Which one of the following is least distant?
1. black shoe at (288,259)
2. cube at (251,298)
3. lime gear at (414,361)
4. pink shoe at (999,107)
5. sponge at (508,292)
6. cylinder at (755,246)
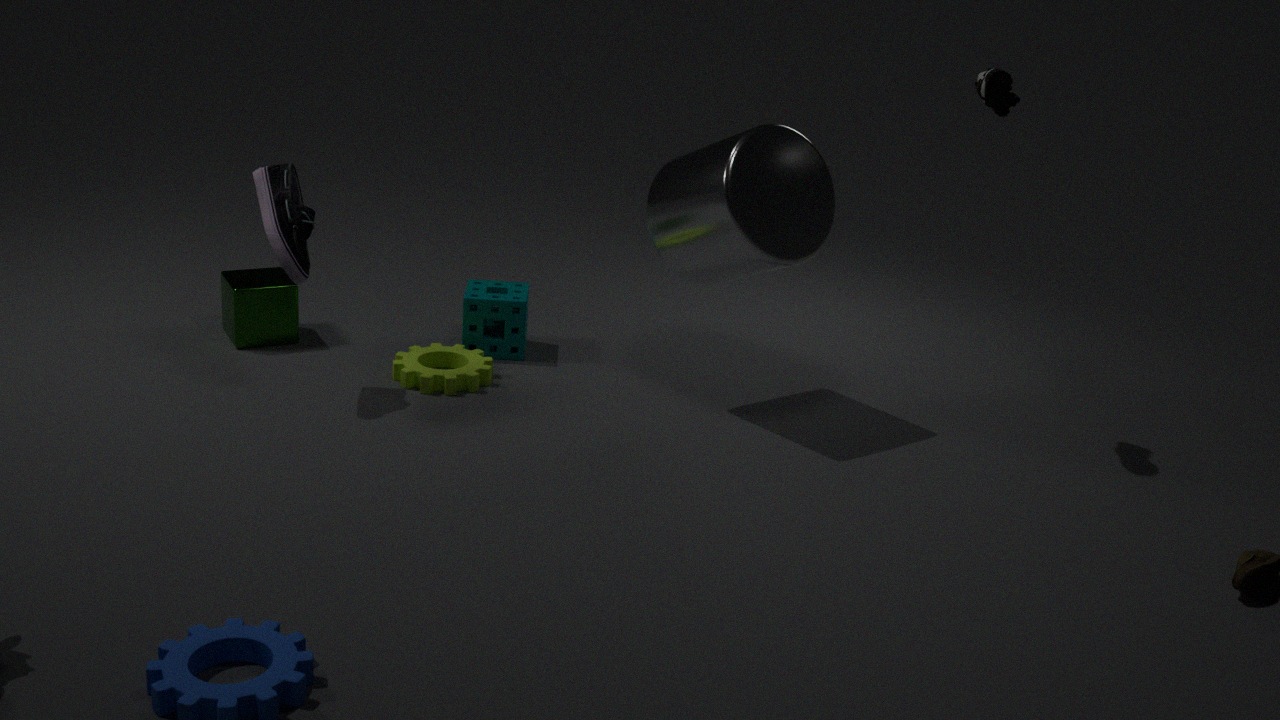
pink shoe at (999,107)
